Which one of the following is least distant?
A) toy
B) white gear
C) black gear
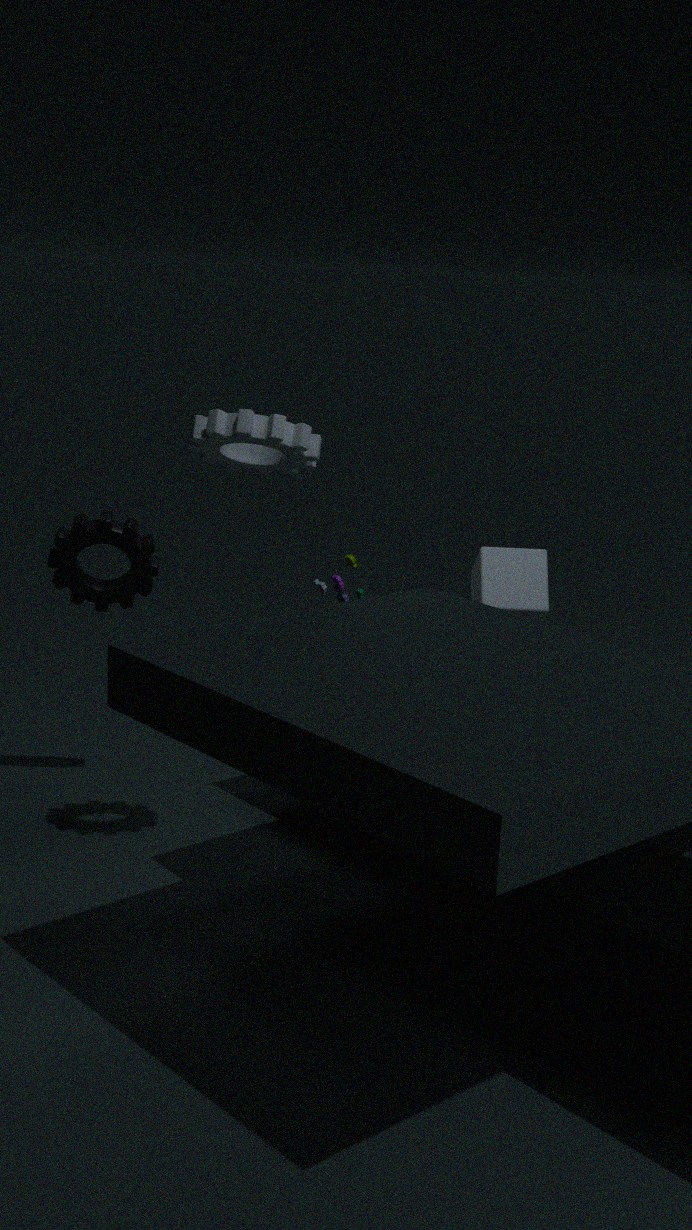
white gear
